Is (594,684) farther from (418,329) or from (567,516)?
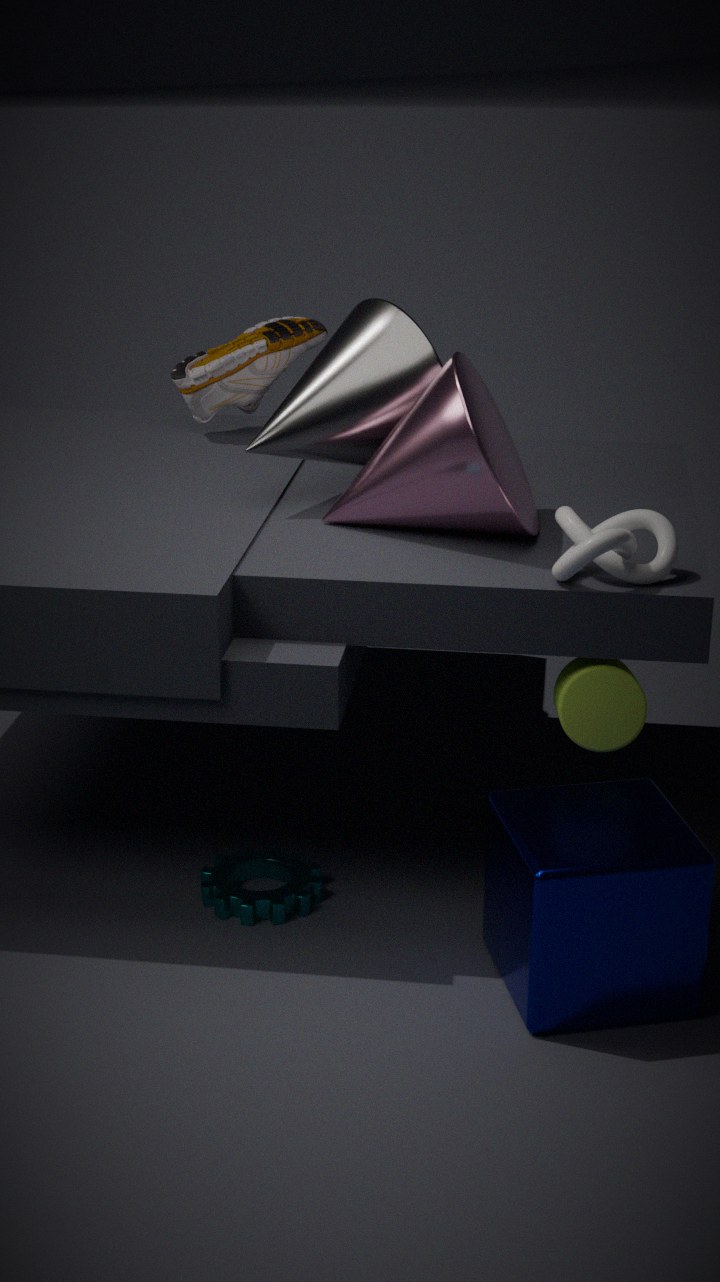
(418,329)
